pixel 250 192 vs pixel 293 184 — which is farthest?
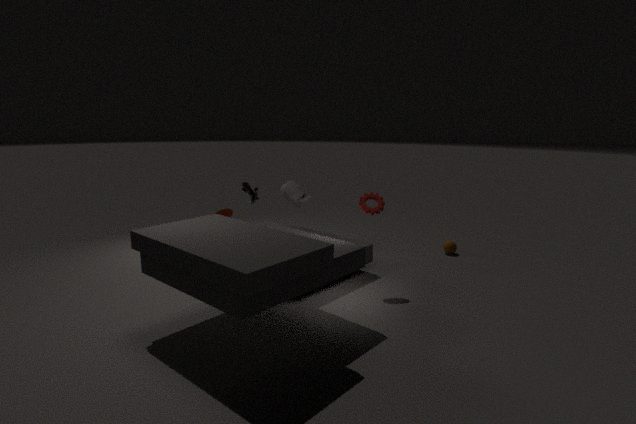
pixel 250 192
